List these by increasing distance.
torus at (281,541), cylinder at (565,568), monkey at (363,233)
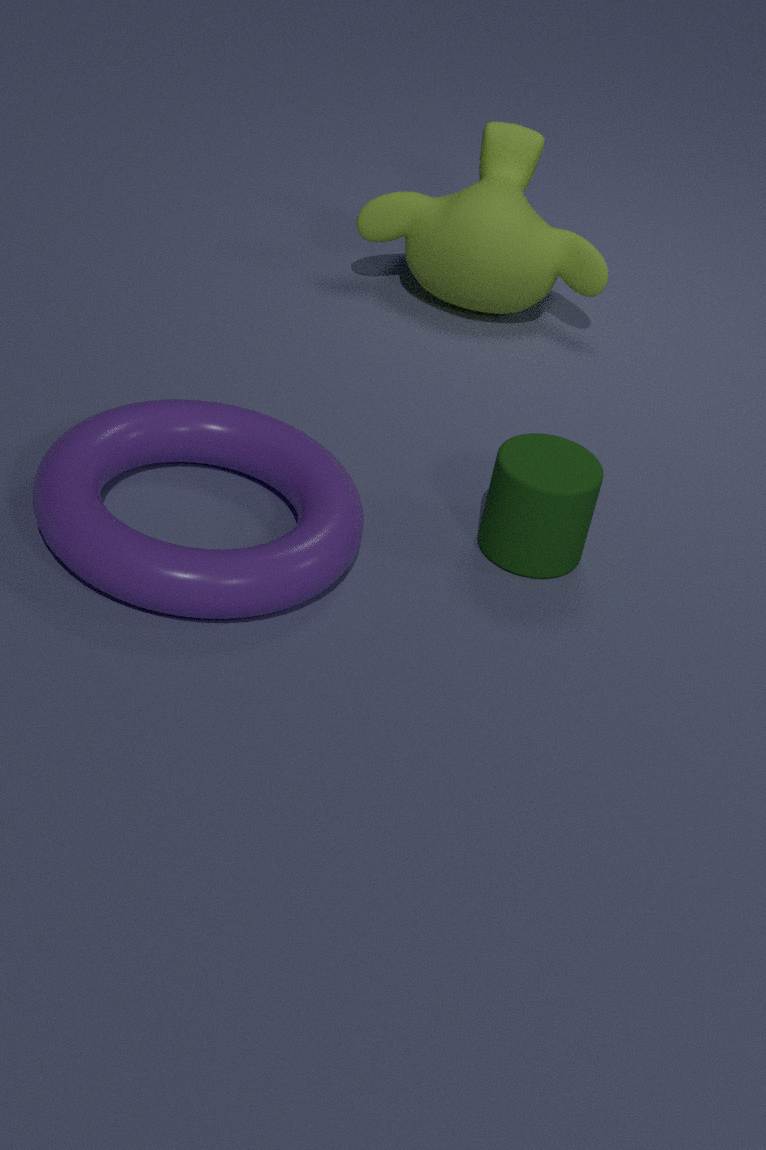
torus at (281,541), cylinder at (565,568), monkey at (363,233)
